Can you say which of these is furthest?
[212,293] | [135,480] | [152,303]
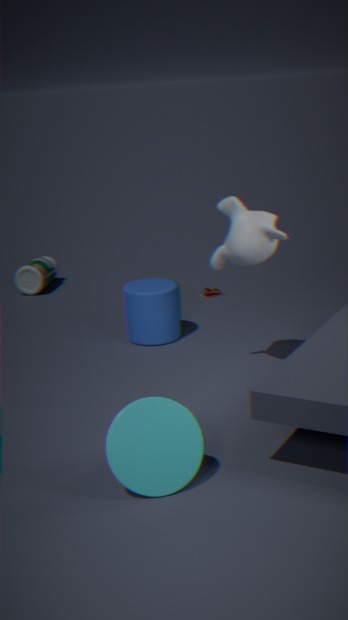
[212,293]
